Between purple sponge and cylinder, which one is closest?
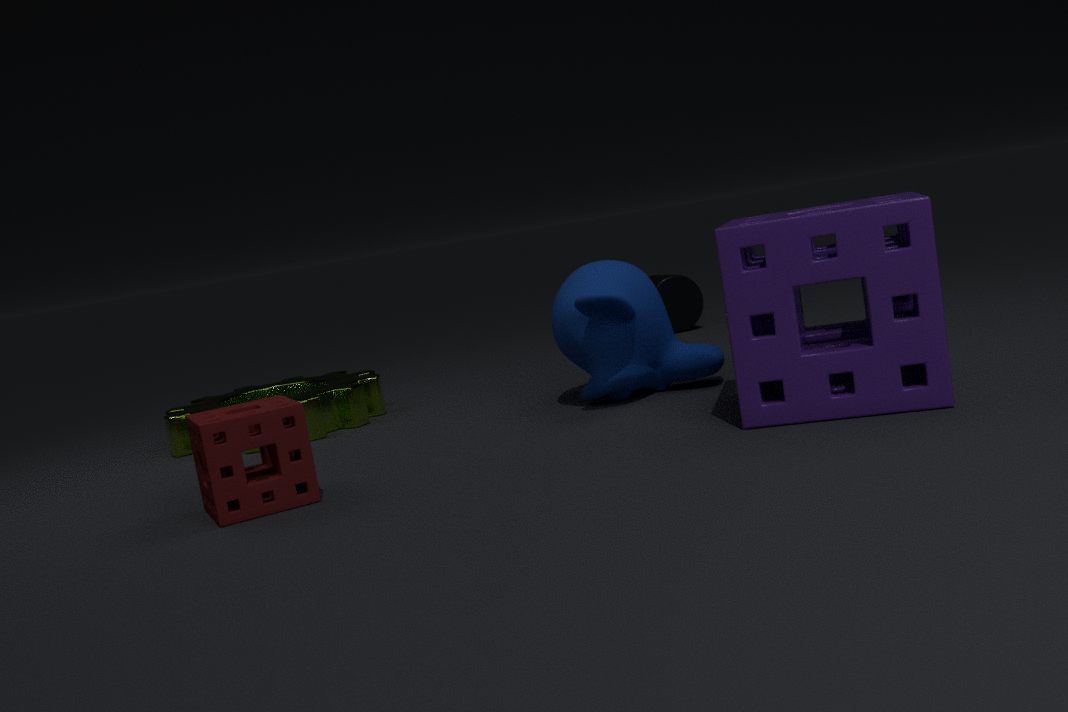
purple sponge
